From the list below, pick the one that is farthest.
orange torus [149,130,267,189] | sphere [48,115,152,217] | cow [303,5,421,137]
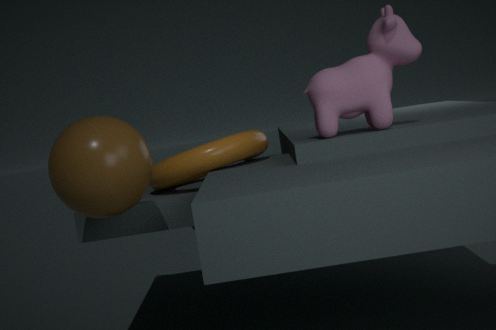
orange torus [149,130,267,189]
